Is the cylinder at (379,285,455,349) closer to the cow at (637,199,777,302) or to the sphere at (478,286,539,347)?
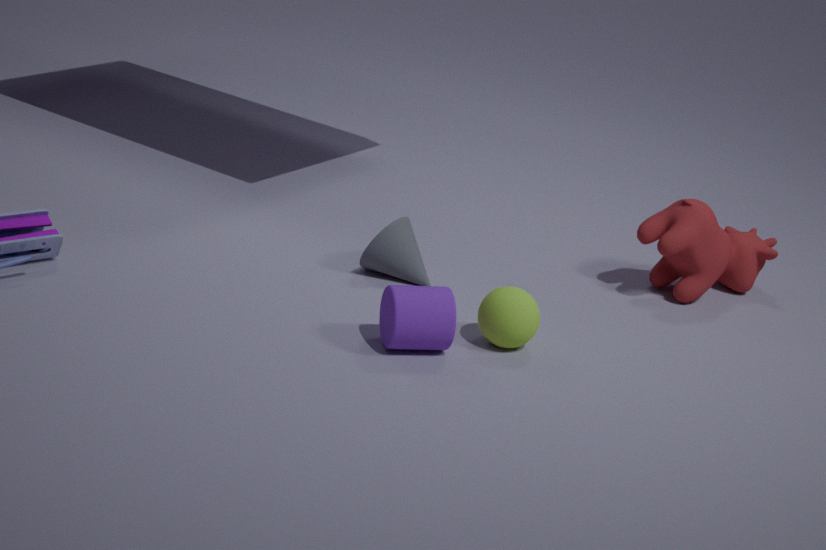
the sphere at (478,286,539,347)
